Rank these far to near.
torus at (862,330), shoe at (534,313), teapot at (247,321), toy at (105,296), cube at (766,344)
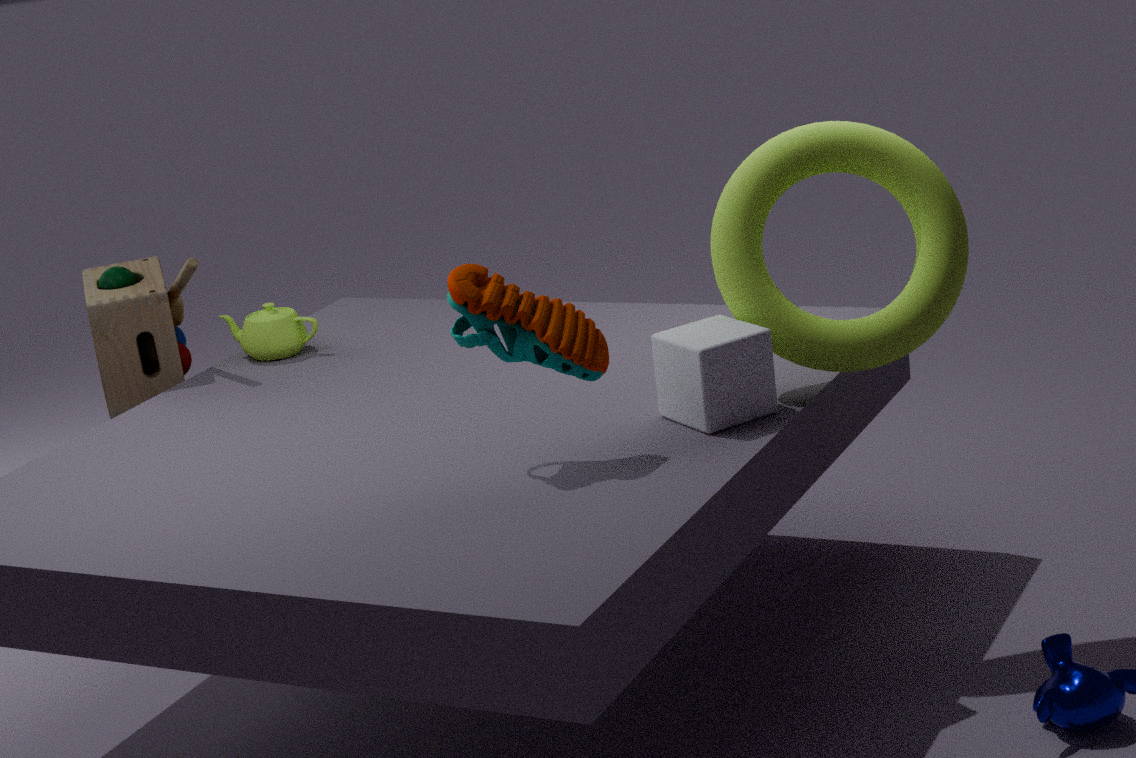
teapot at (247,321)
toy at (105,296)
torus at (862,330)
cube at (766,344)
shoe at (534,313)
